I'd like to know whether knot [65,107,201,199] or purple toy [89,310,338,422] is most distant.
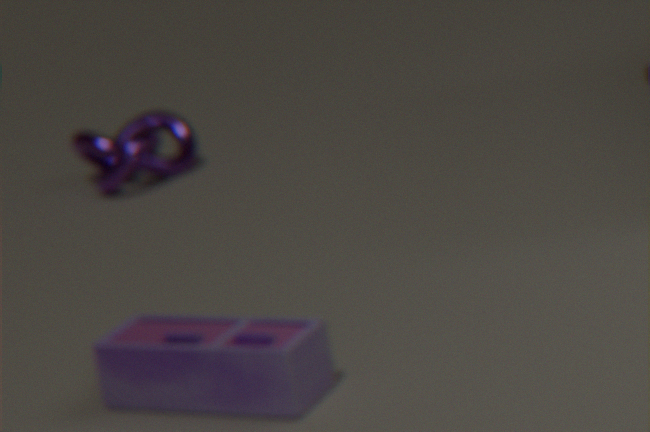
knot [65,107,201,199]
